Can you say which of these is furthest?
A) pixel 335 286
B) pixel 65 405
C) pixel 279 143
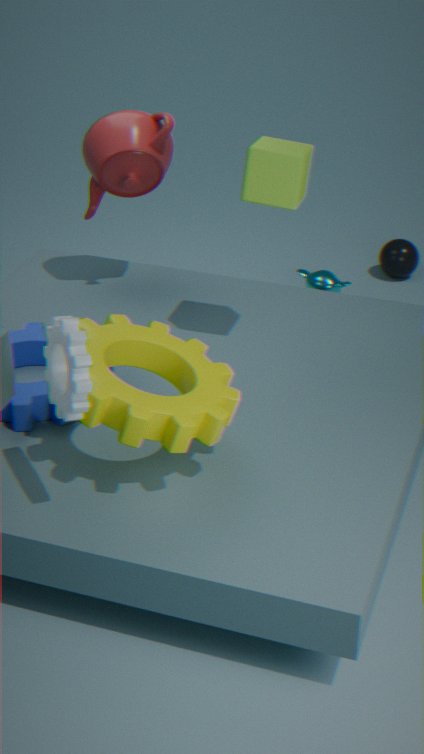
pixel 335 286
